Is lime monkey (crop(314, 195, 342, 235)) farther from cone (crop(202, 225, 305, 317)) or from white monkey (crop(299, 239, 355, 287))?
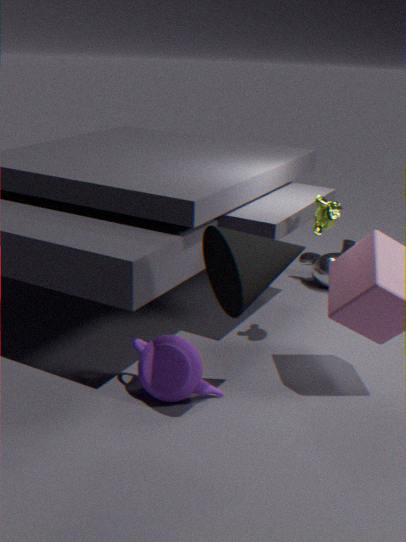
white monkey (crop(299, 239, 355, 287))
